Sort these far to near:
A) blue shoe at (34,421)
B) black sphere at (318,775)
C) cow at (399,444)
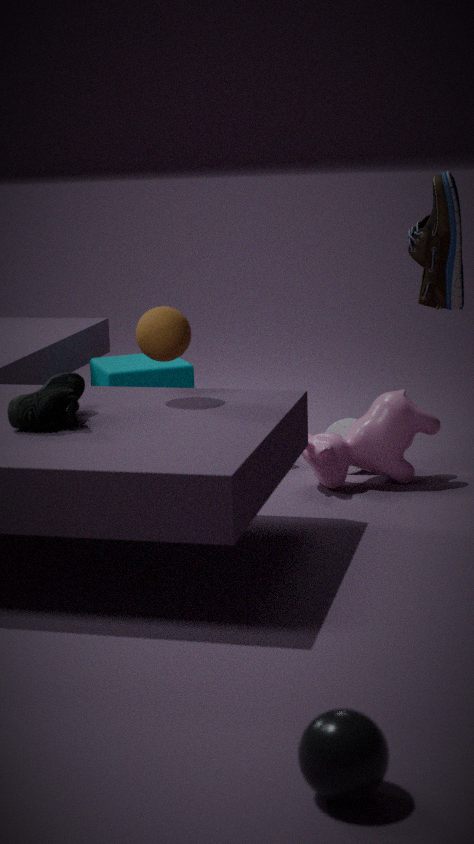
cow at (399,444)
blue shoe at (34,421)
black sphere at (318,775)
